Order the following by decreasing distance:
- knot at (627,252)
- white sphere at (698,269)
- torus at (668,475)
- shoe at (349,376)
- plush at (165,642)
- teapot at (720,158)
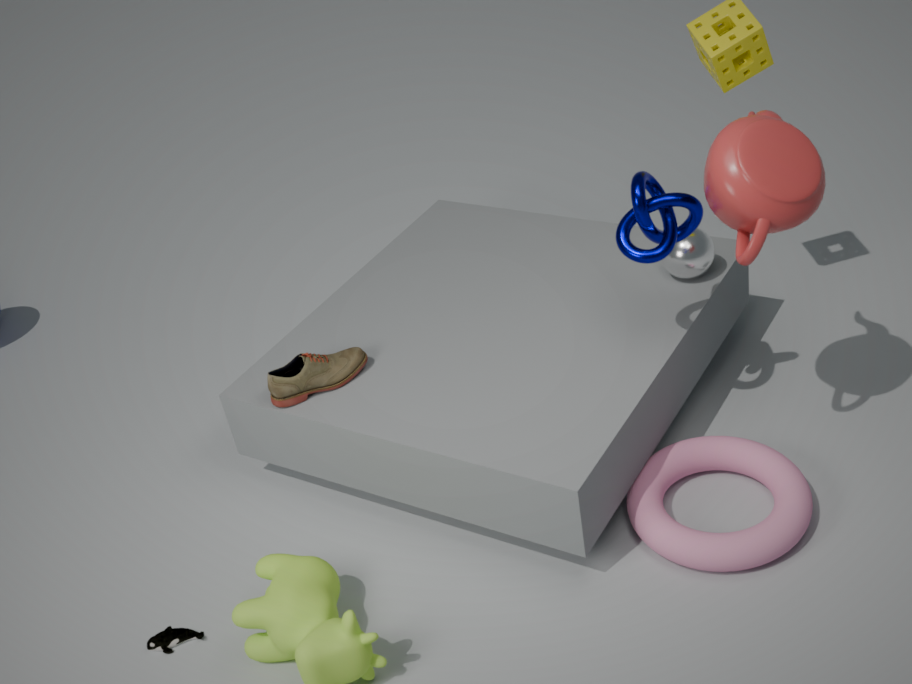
white sphere at (698,269) < shoe at (349,376) < plush at (165,642) < knot at (627,252) < torus at (668,475) < teapot at (720,158)
